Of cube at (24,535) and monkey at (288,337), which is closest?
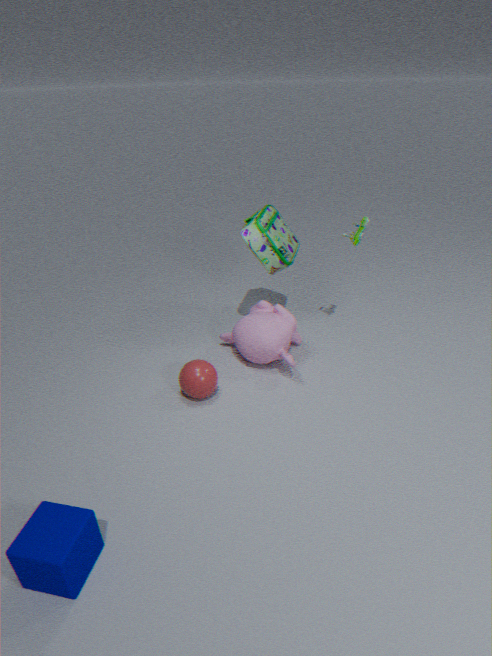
cube at (24,535)
